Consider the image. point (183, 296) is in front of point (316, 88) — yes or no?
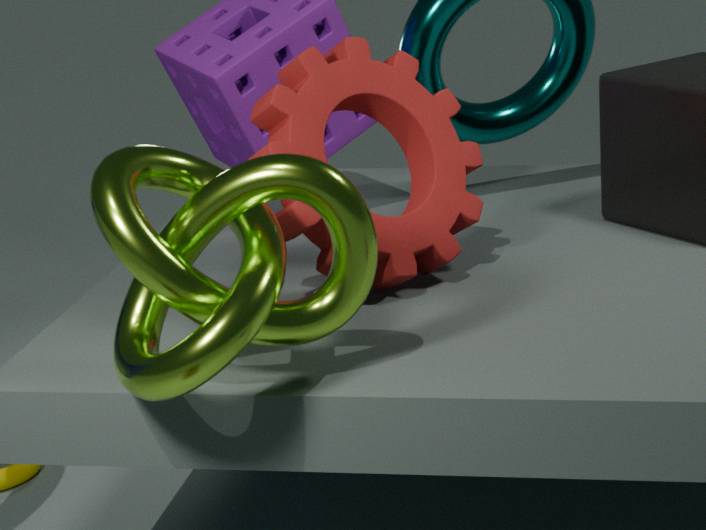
Yes
